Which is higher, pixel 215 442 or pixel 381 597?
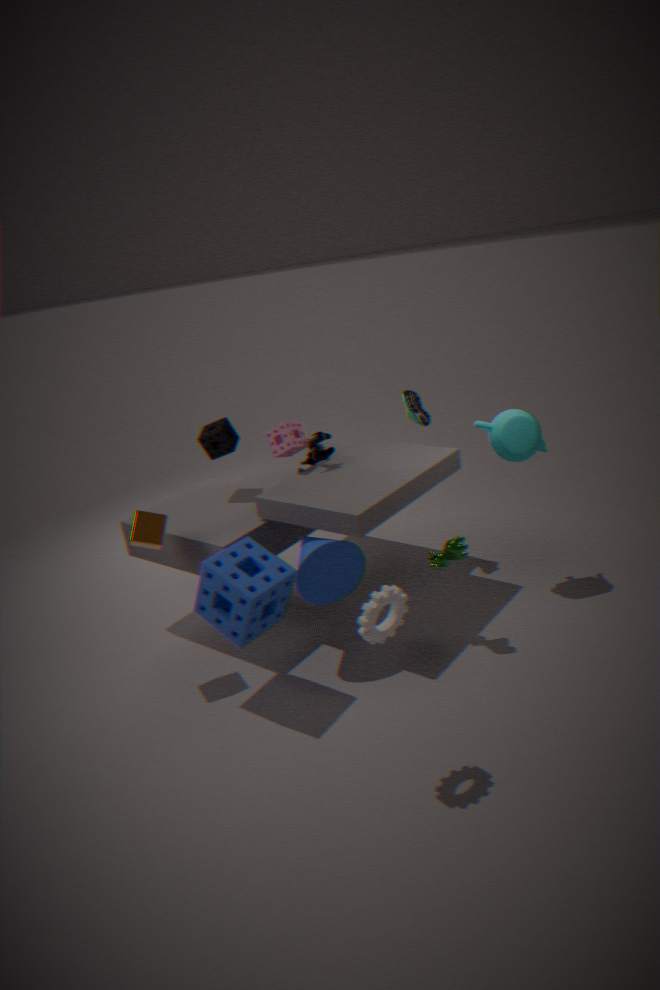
pixel 215 442
